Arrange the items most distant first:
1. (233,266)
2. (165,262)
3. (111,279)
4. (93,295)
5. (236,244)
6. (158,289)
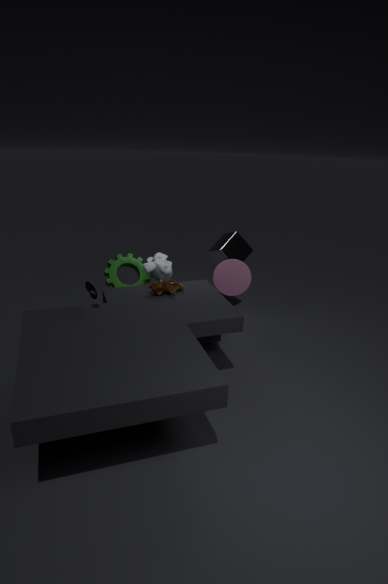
(236,244) → (111,279) → (165,262) → (233,266) → (158,289) → (93,295)
